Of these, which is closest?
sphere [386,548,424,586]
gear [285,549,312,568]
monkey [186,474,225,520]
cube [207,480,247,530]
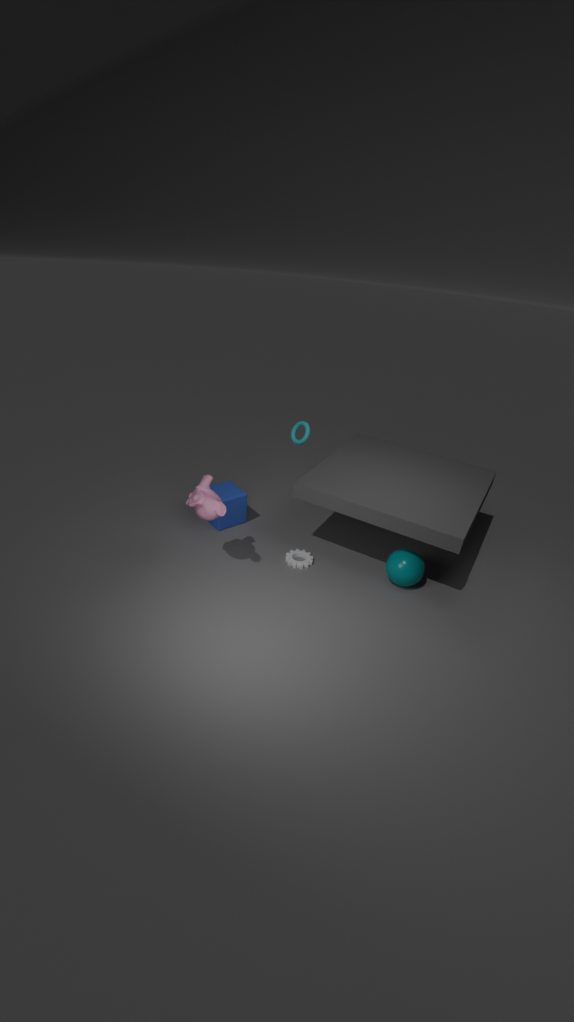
monkey [186,474,225,520]
